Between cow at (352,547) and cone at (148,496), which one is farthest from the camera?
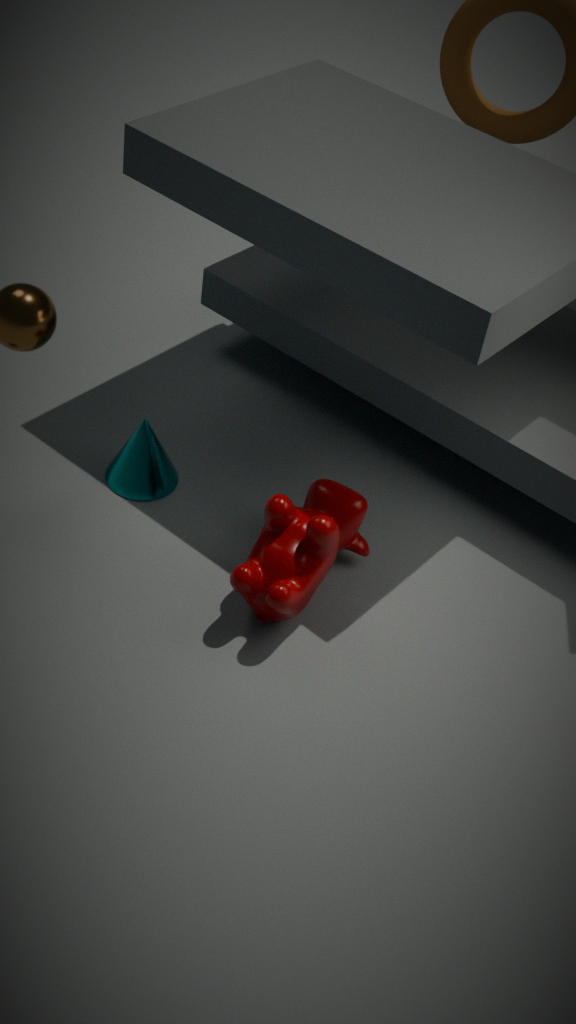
cone at (148,496)
